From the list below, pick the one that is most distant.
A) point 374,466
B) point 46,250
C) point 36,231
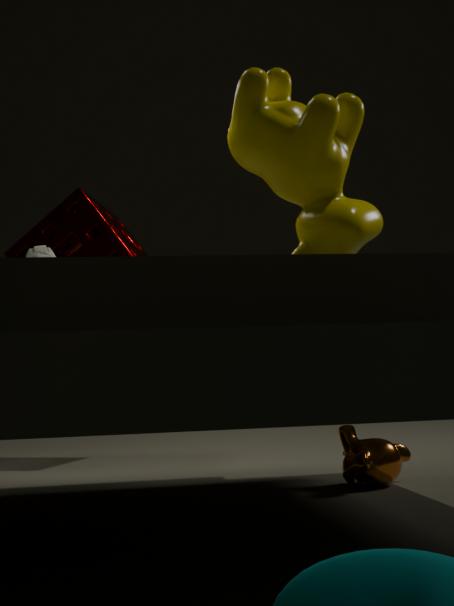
point 36,231
